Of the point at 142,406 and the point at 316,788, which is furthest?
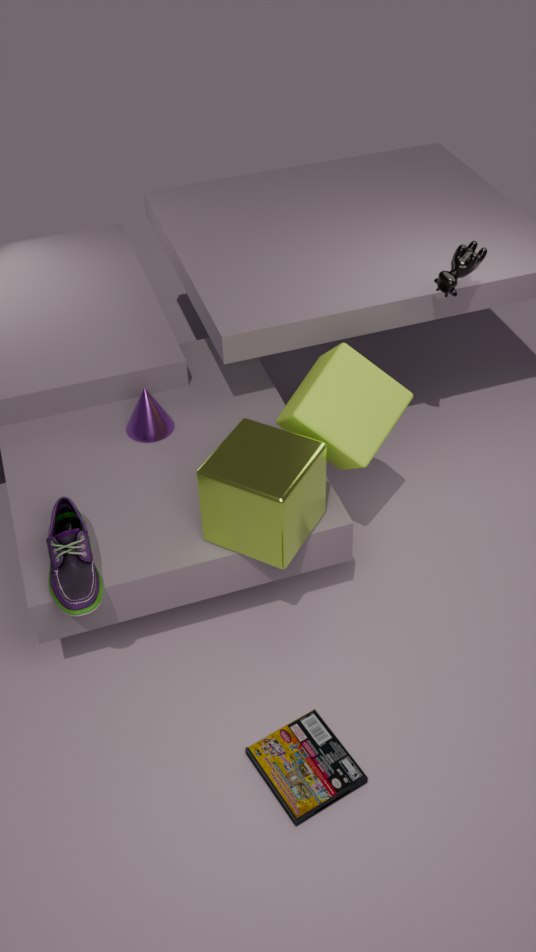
the point at 142,406
